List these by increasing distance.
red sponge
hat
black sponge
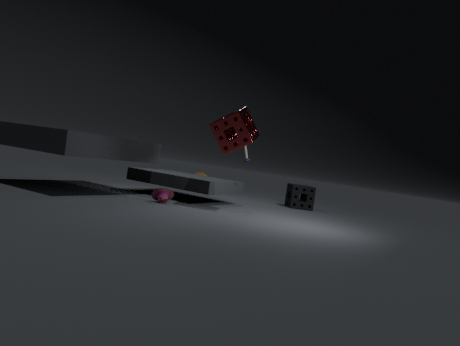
red sponge, hat, black sponge
